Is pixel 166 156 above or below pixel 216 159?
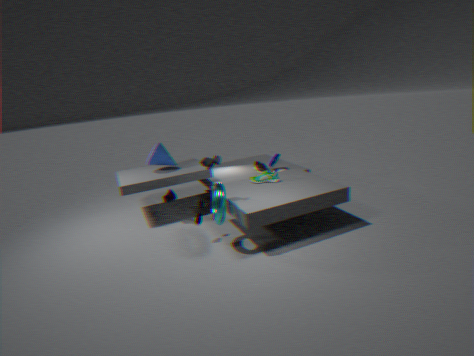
below
